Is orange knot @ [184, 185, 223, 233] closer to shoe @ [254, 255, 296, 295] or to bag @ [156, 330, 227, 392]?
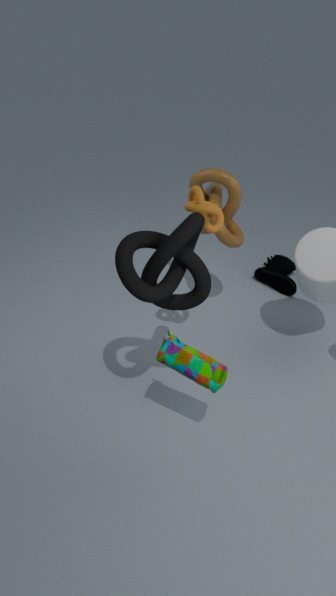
bag @ [156, 330, 227, 392]
